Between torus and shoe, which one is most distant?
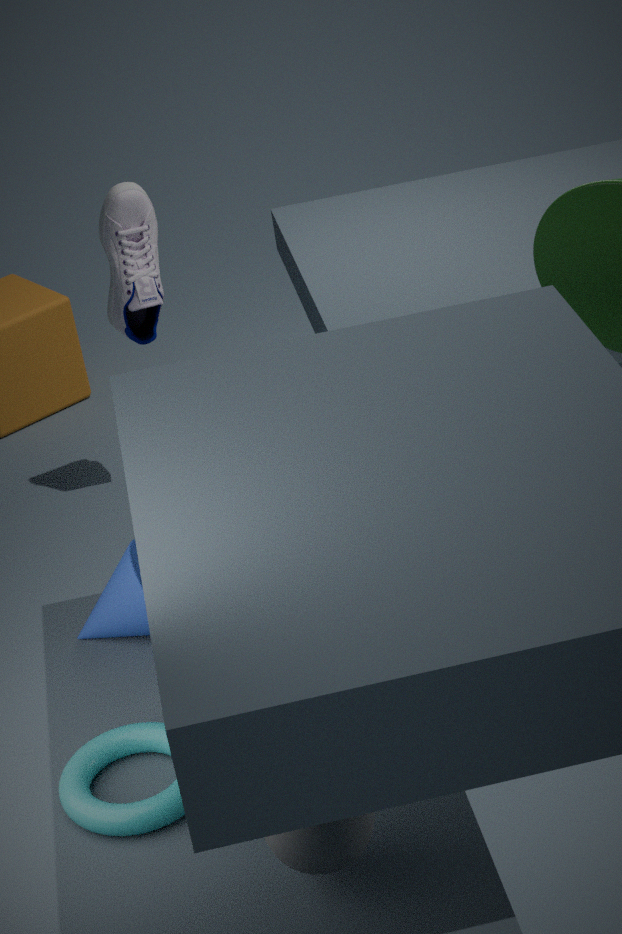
shoe
